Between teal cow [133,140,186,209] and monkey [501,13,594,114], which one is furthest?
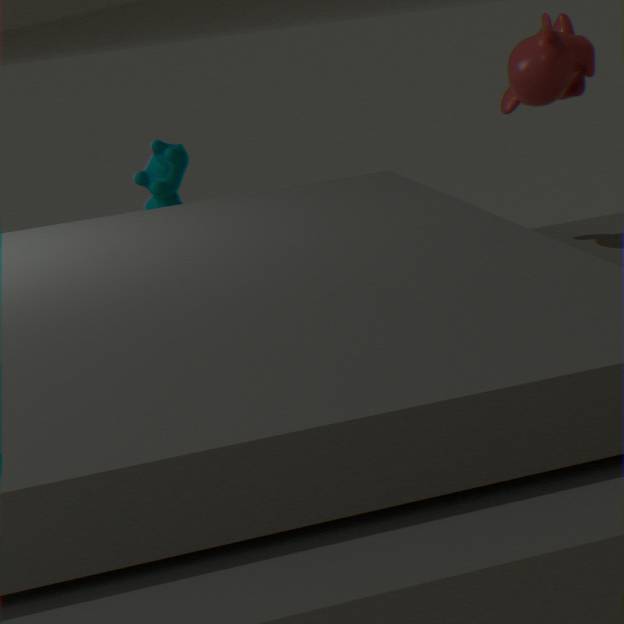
teal cow [133,140,186,209]
